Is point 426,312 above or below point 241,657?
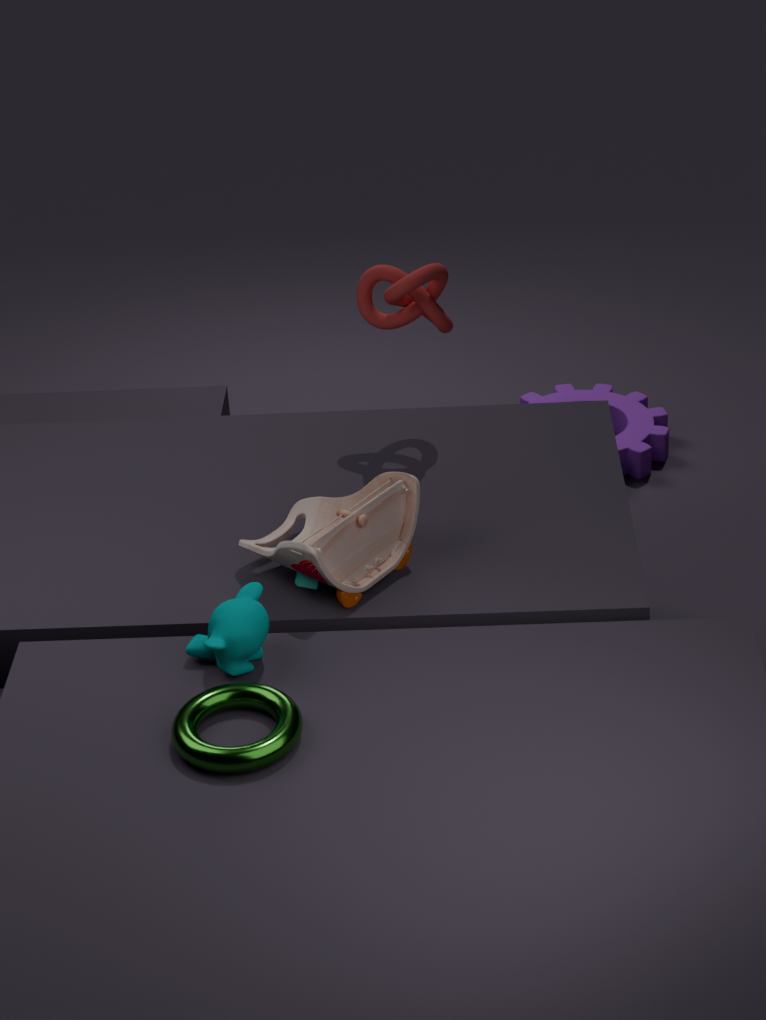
above
